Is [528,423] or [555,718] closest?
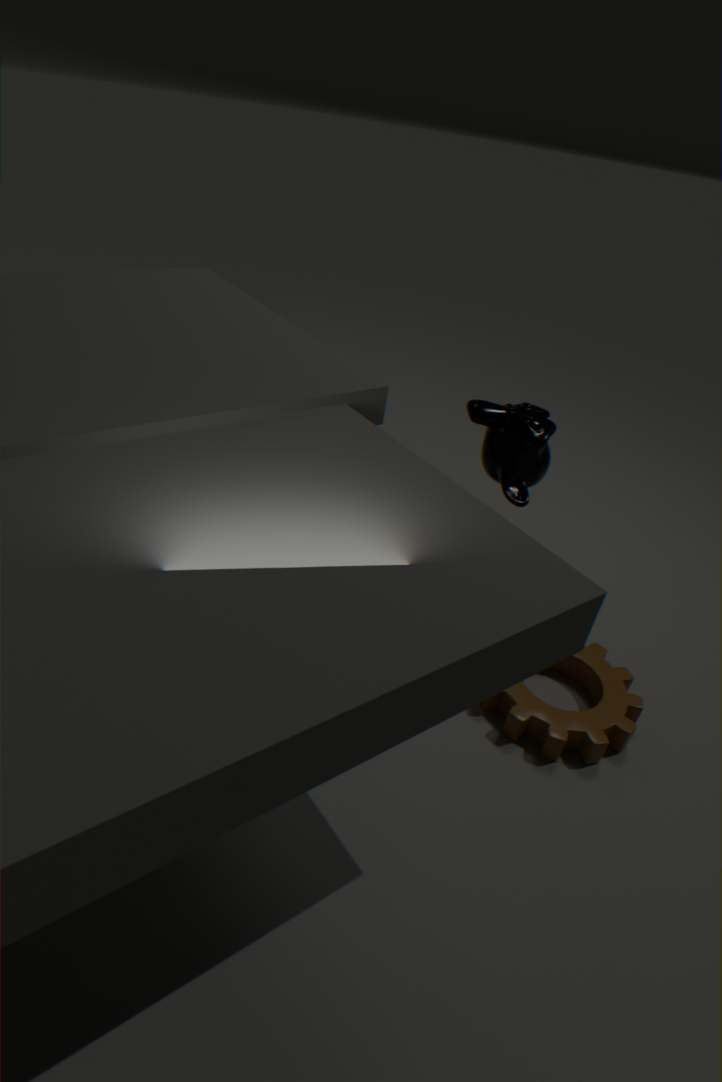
[555,718]
